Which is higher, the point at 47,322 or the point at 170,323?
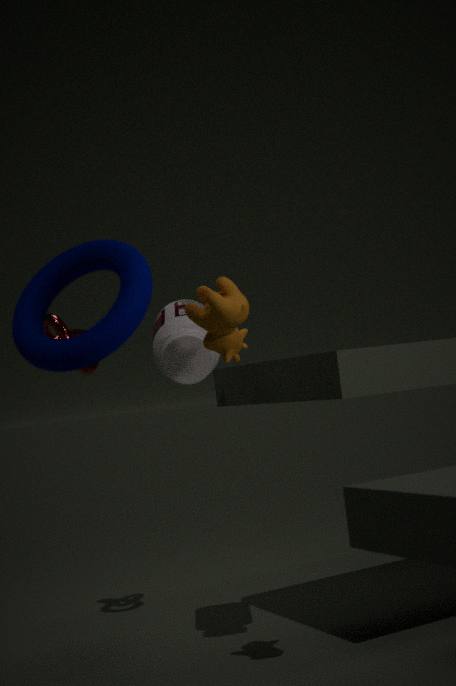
the point at 47,322
